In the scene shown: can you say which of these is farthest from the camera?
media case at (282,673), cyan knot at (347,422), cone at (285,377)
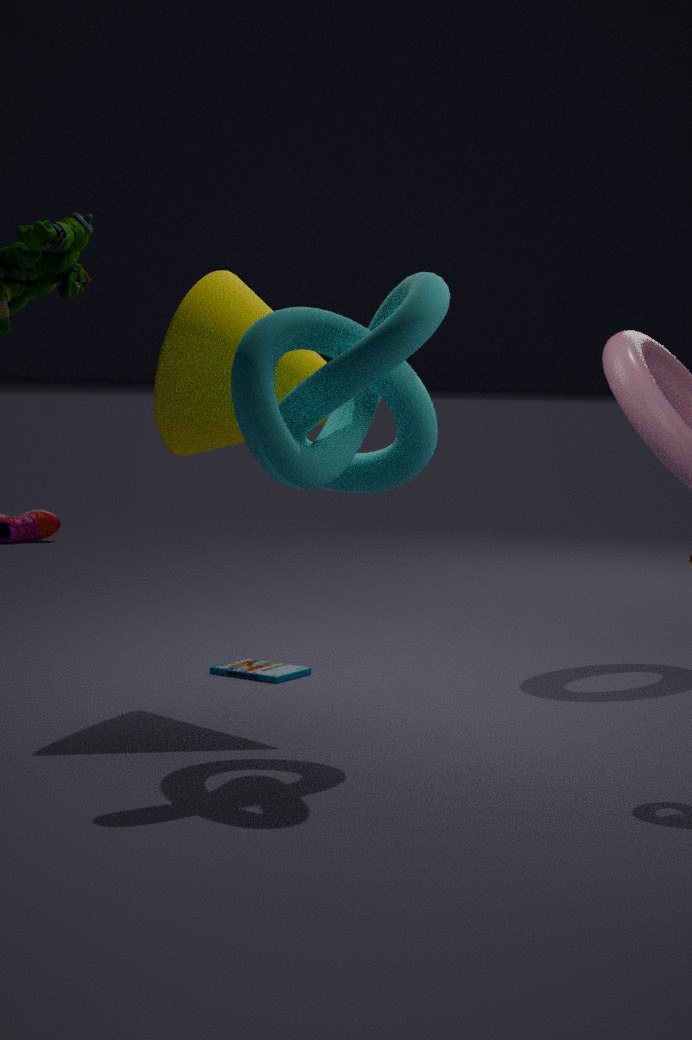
media case at (282,673)
